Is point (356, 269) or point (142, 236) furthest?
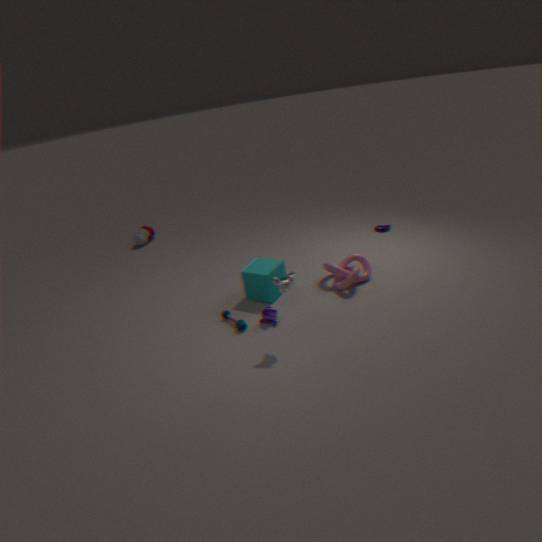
point (142, 236)
